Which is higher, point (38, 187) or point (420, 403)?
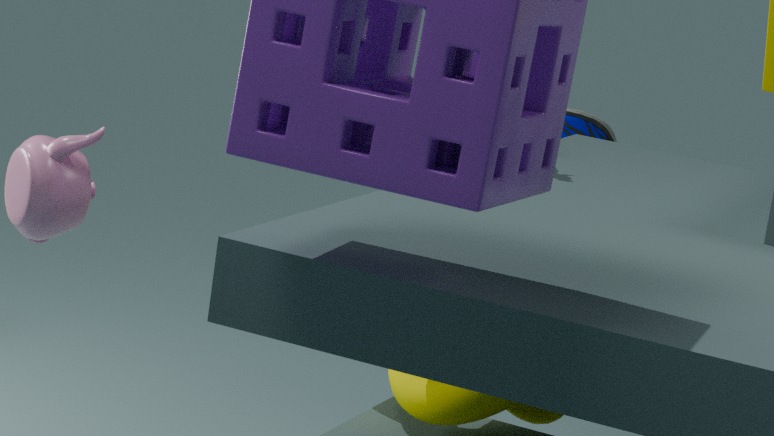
point (38, 187)
